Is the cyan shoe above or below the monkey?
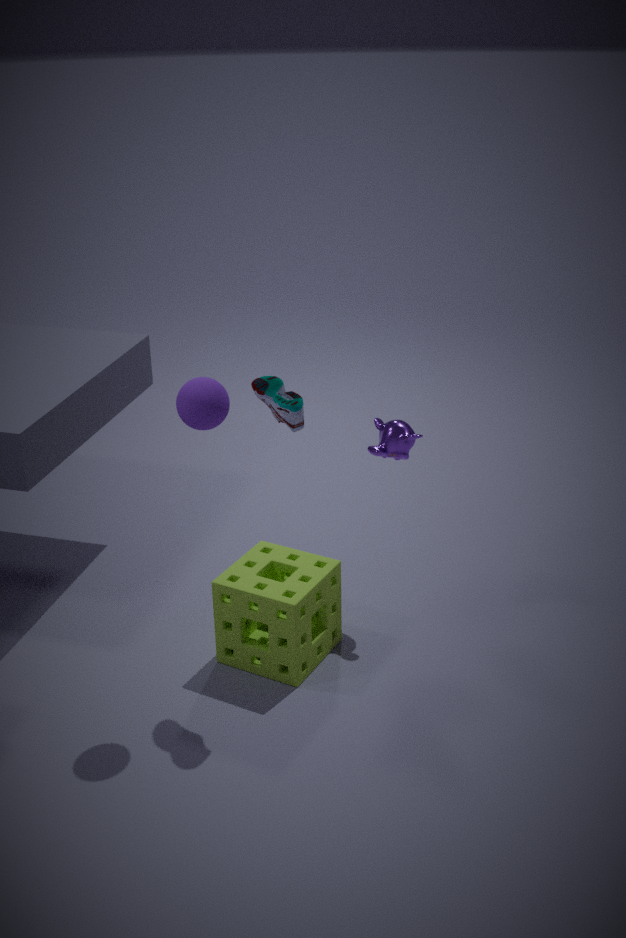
above
